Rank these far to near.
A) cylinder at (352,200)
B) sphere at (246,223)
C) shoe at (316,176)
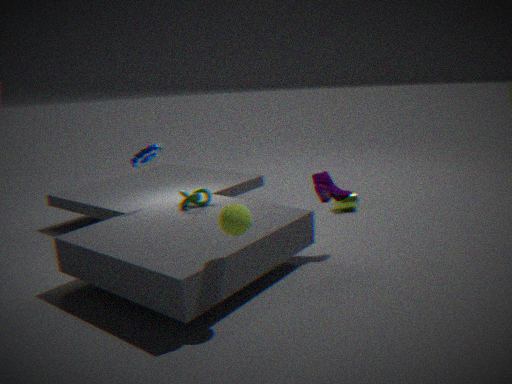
cylinder at (352,200) → shoe at (316,176) → sphere at (246,223)
